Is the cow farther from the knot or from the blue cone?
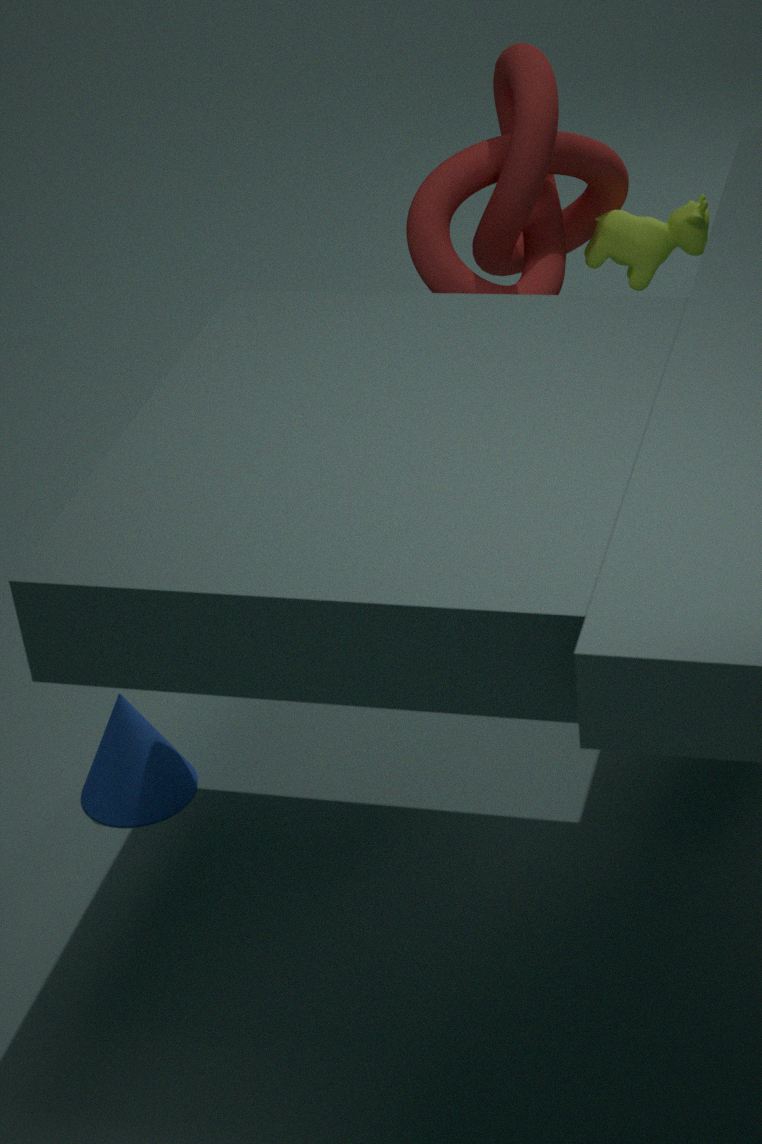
the blue cone
